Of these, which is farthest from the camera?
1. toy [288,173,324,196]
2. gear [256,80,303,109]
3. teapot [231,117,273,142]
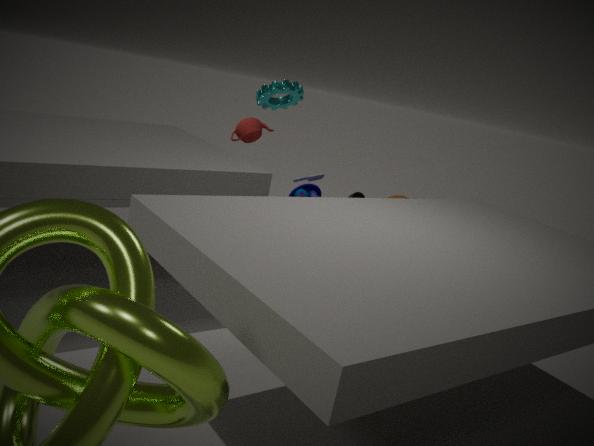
teapot [231,117,273,142]
